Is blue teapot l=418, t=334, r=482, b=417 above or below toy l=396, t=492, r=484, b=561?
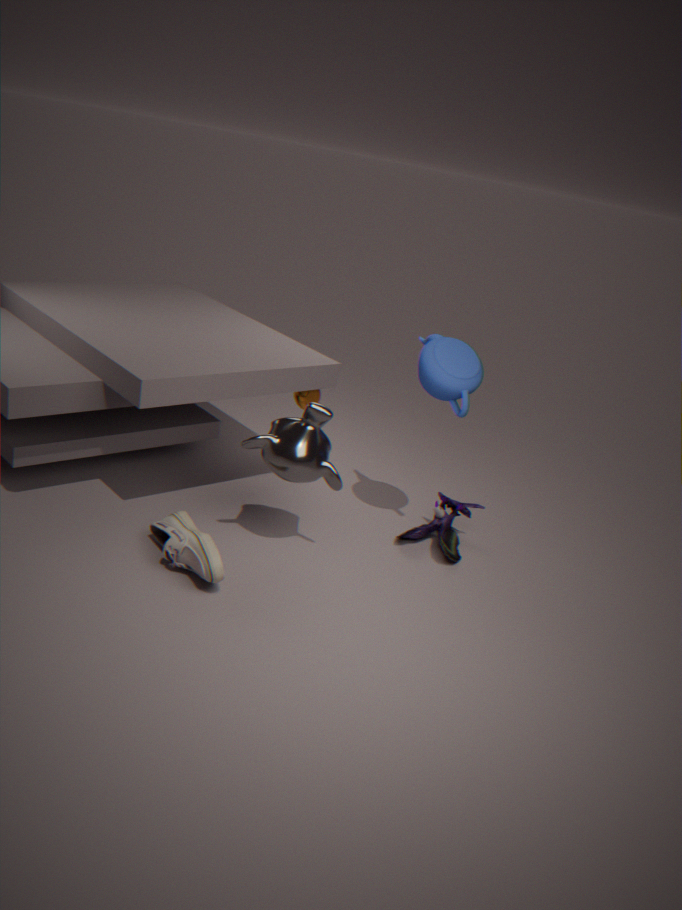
above
